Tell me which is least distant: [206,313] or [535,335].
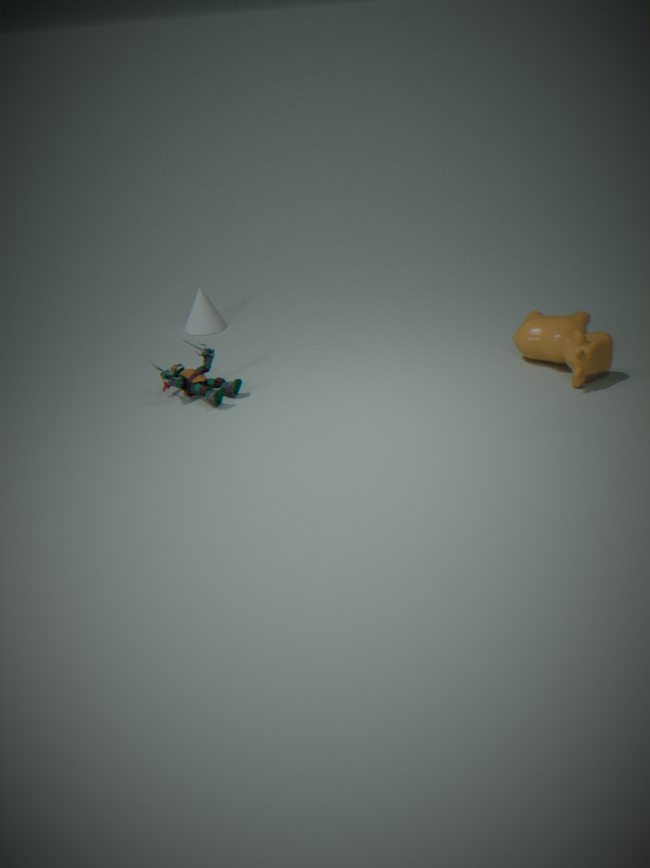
[535,335]
